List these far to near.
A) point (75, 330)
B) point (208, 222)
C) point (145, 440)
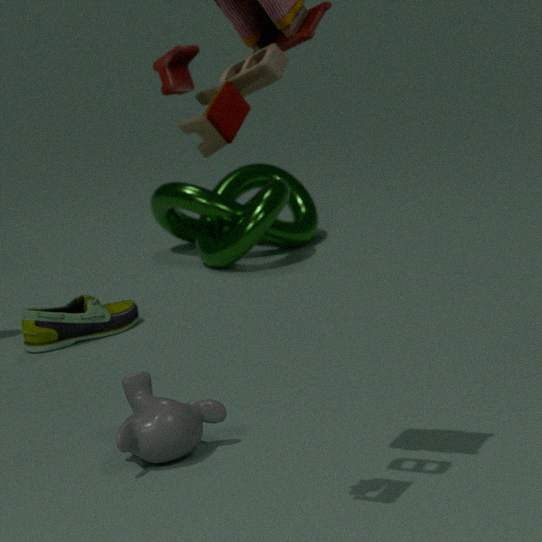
point (208, 222) → point (75, 330) → point (145, 440)
